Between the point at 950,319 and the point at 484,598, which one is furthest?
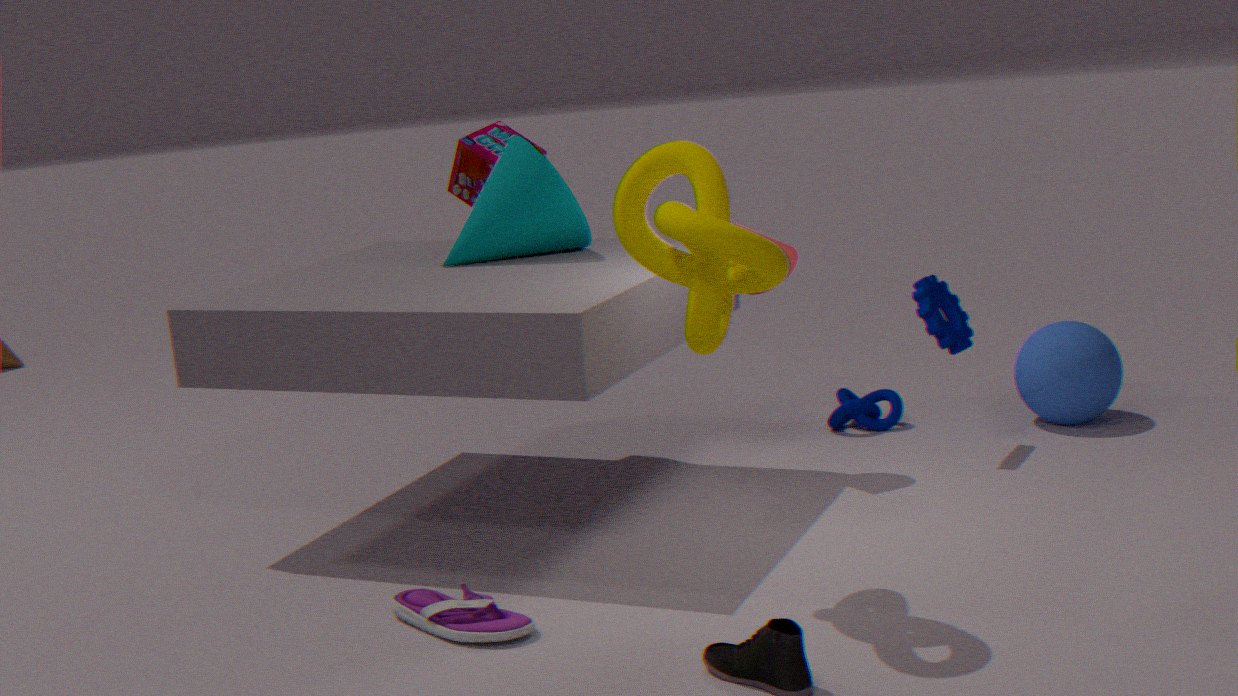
the point at 950,319
